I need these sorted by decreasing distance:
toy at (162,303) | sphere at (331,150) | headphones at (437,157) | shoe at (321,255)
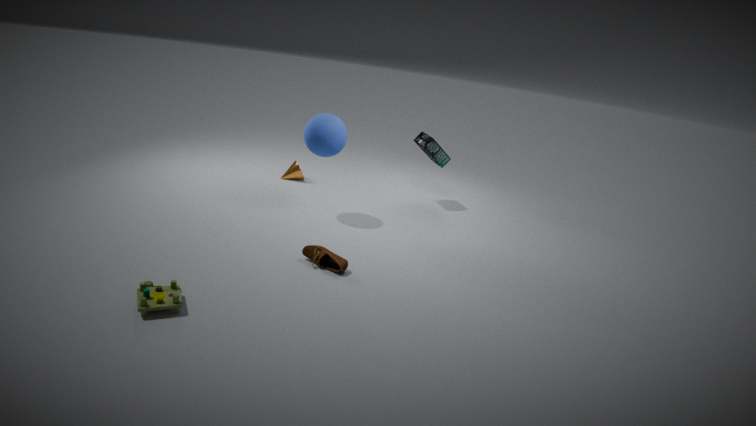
headphones at (437,157)
sphere at (331,150)
shoe at (321,255)
toy at (162,303)
